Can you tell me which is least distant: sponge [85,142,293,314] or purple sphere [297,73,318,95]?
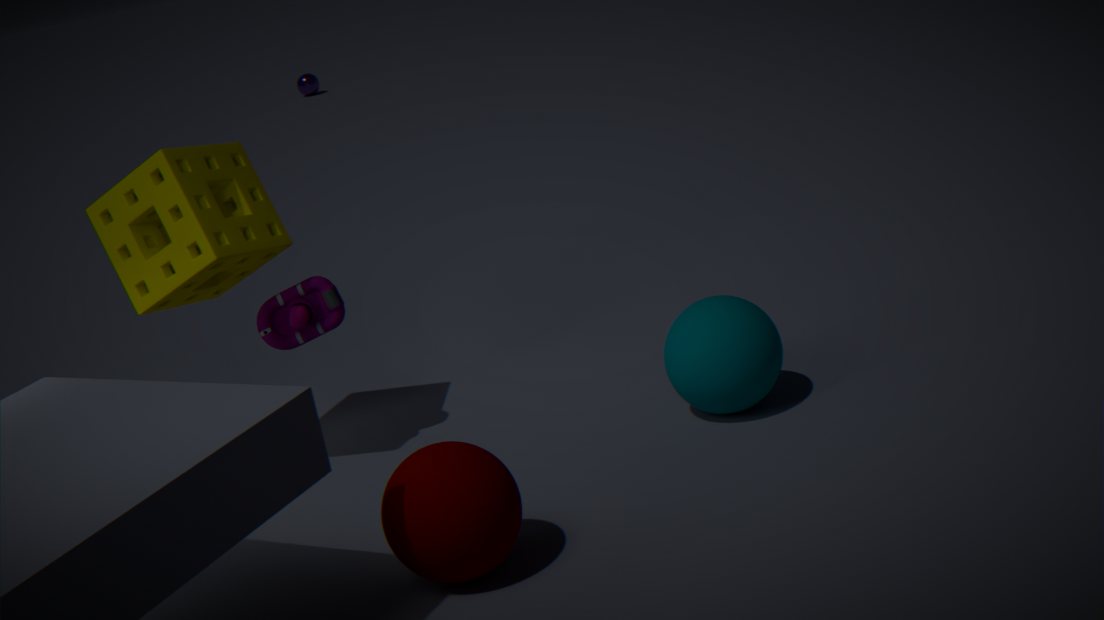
sponge [85,142,293,314]
